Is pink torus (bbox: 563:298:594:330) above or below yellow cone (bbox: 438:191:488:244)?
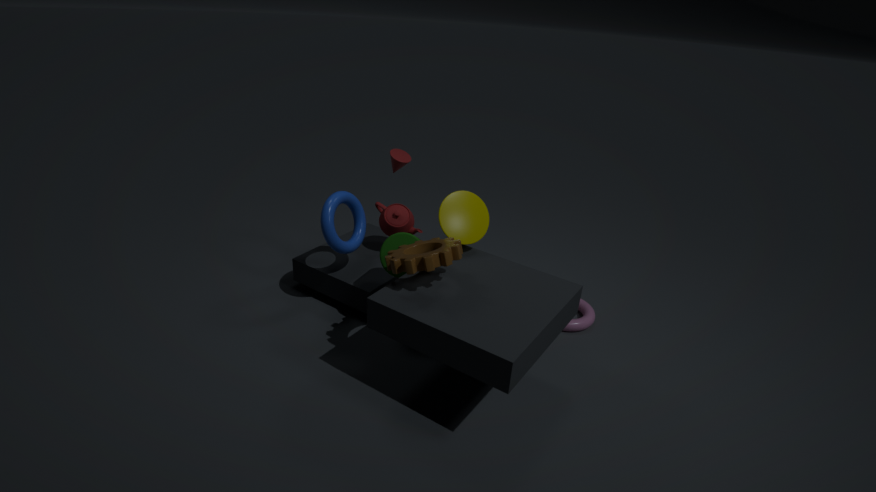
below
